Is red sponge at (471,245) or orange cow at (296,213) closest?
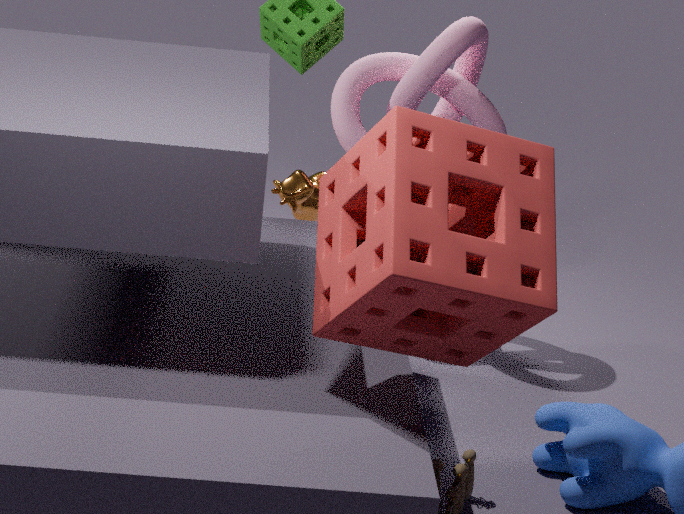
red sponge at (471,245)
